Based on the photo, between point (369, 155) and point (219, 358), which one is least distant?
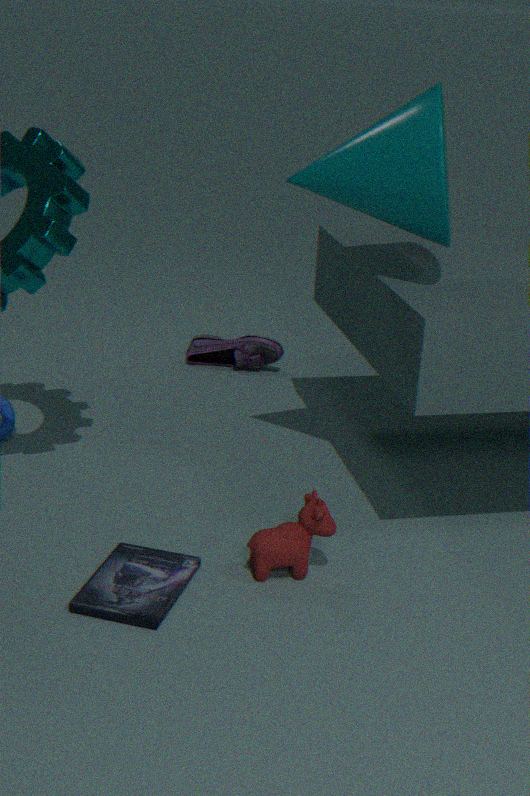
point (369, 155)
